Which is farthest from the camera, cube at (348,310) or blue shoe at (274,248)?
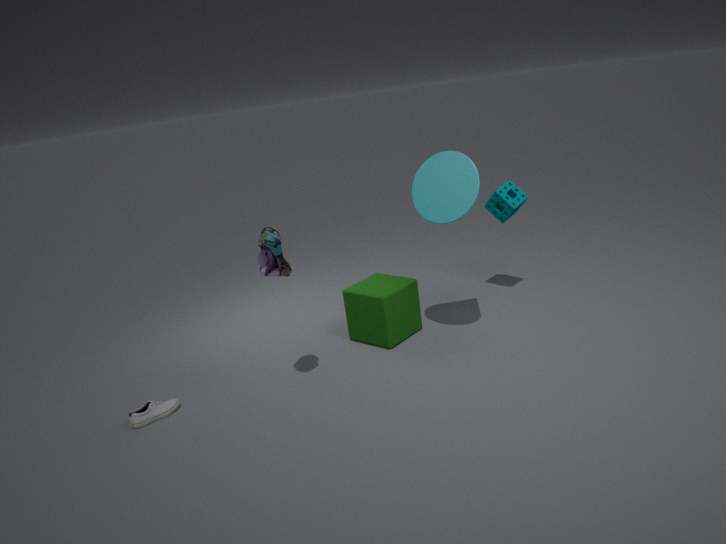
cube at (348,310)
